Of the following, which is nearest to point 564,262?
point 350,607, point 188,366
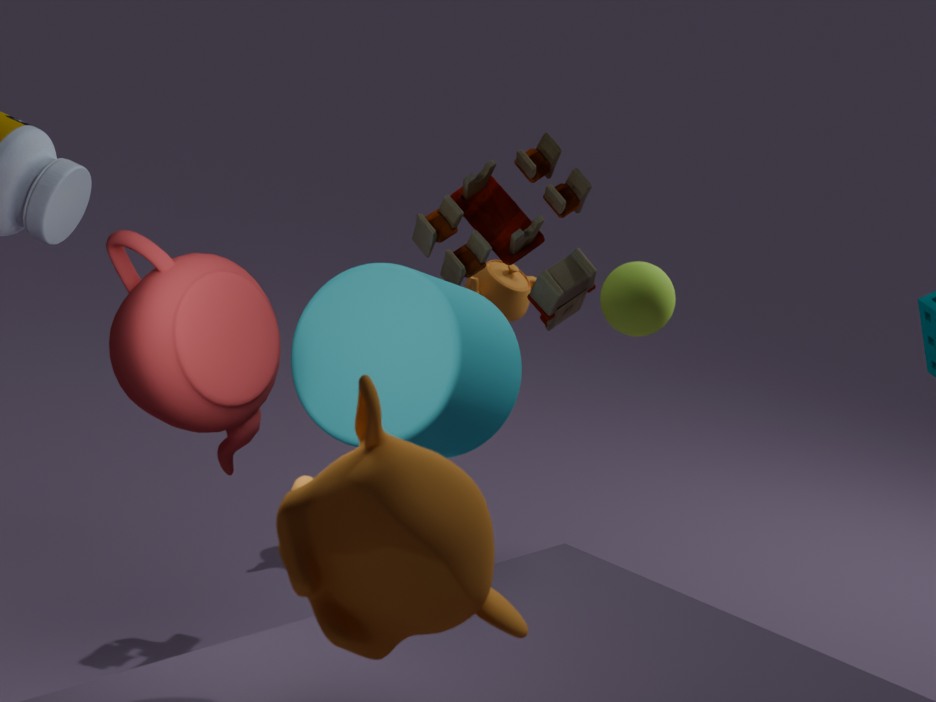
point 188,366
